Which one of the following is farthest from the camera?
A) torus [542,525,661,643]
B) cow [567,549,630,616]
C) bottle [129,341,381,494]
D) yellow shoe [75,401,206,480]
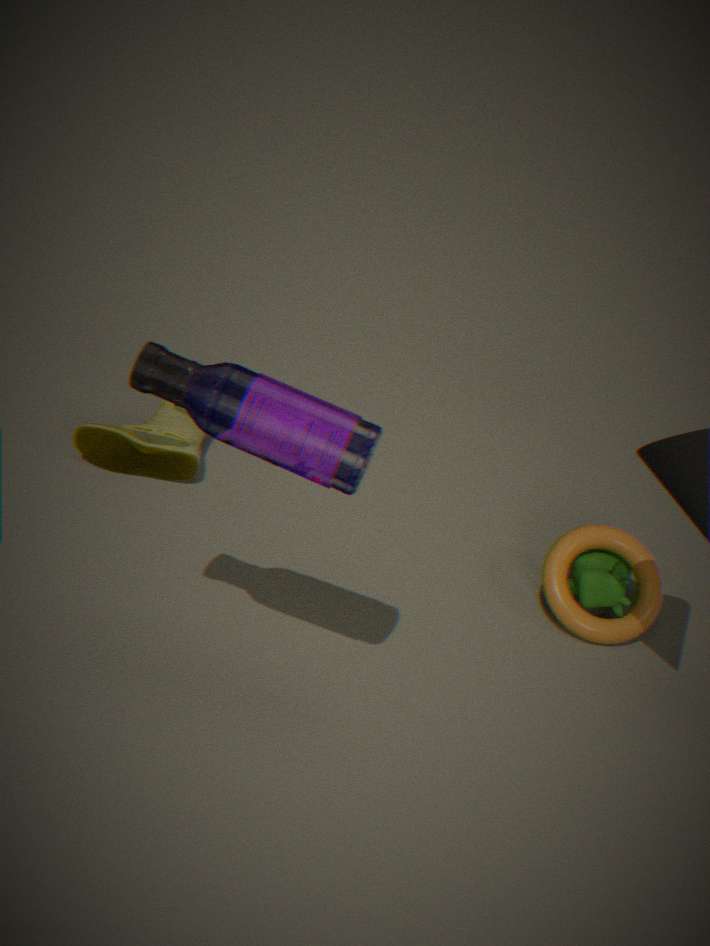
yellow shoe [75,401,206,480]
